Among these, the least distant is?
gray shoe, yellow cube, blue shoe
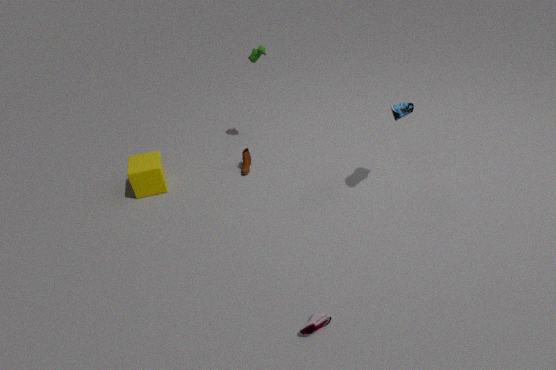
gray shoe
